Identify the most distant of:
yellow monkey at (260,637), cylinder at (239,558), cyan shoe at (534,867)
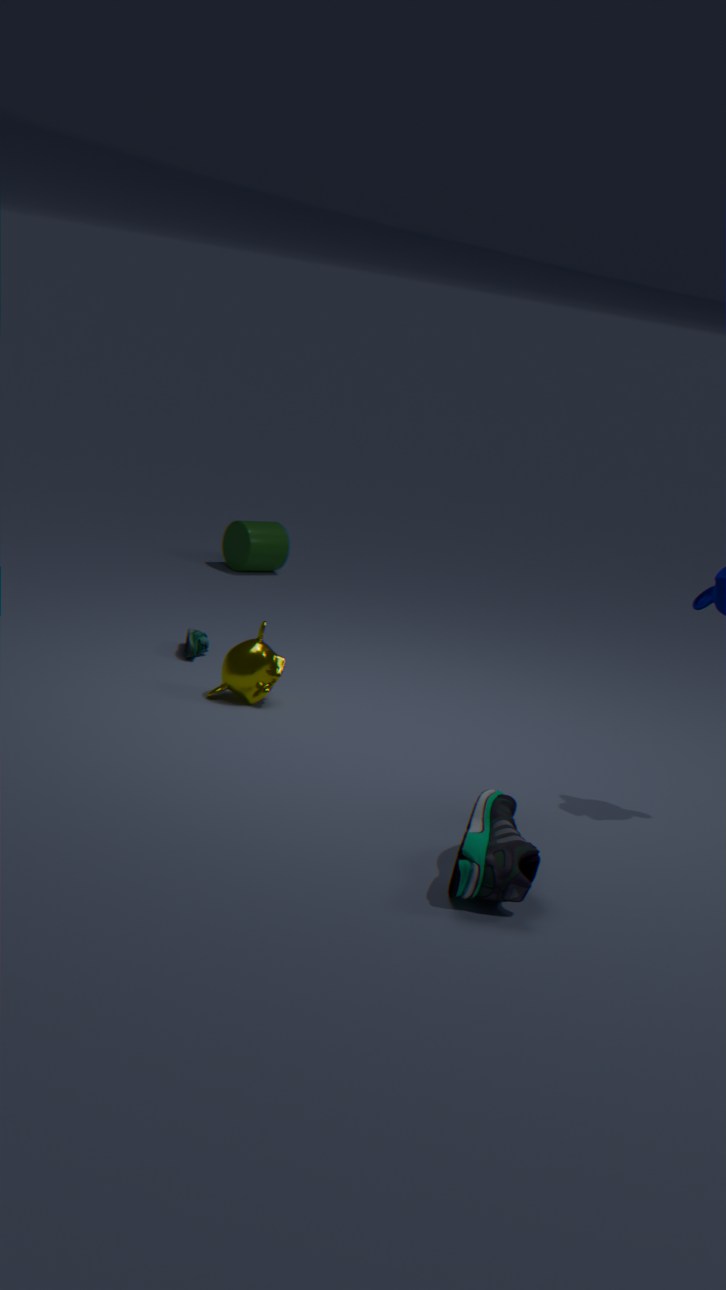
cylinder at (239,558)
